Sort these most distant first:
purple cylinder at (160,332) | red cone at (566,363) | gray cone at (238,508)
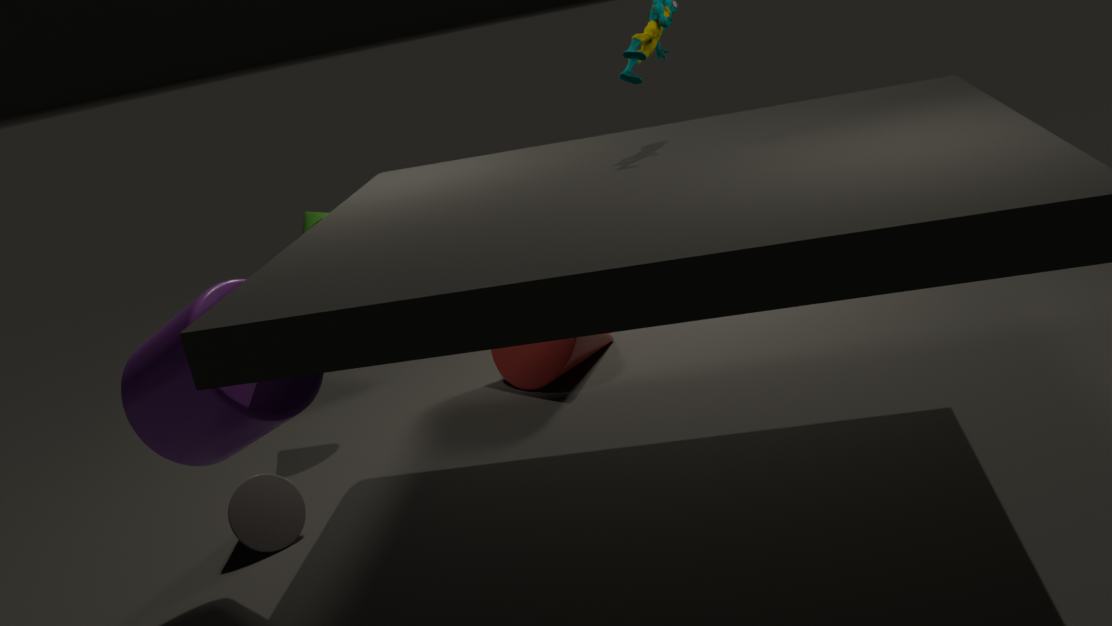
red cone at (566,363) < gray cone at (238,508) < purple cylinder at (160,332)
